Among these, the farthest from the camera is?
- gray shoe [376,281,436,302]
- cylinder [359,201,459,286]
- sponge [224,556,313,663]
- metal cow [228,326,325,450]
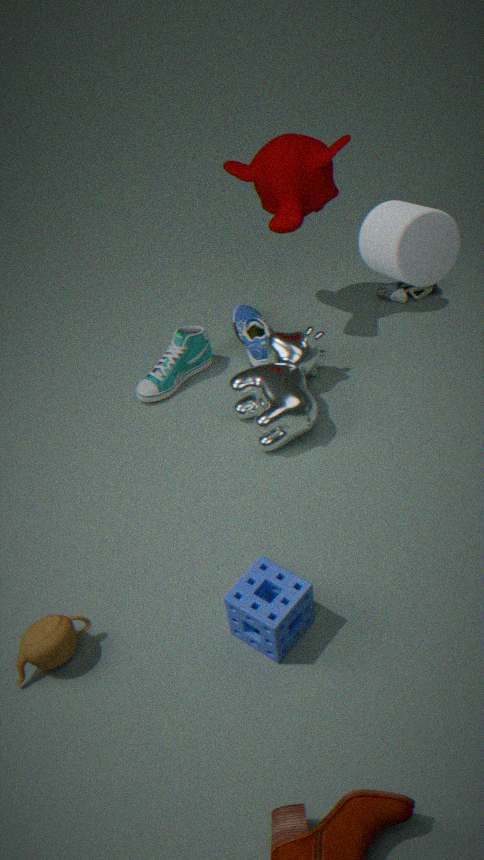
gray shoe [376,281,436,302]
